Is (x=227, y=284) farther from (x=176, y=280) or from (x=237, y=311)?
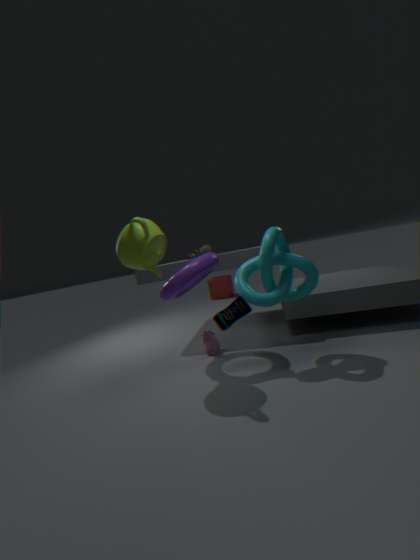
(x=237, y=311)
